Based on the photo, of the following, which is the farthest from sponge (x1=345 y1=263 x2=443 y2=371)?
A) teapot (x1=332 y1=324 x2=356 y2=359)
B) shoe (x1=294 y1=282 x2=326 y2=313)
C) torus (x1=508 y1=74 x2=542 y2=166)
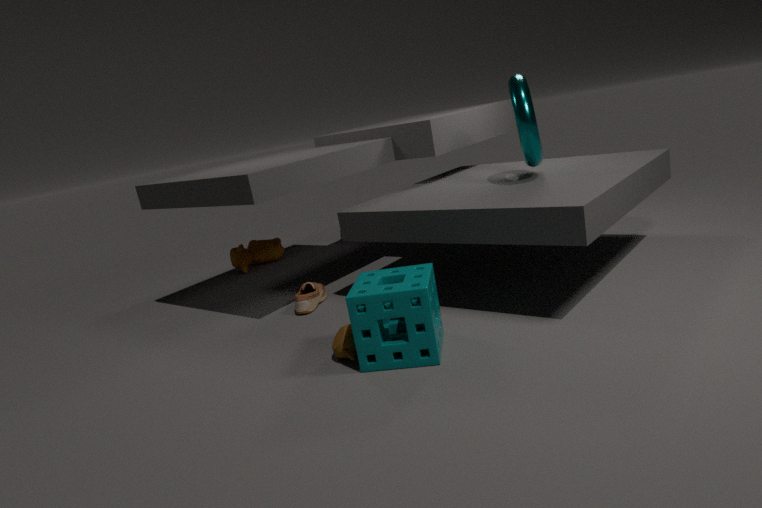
torus (x1=508 y1=74 x2=542 y2=166)
